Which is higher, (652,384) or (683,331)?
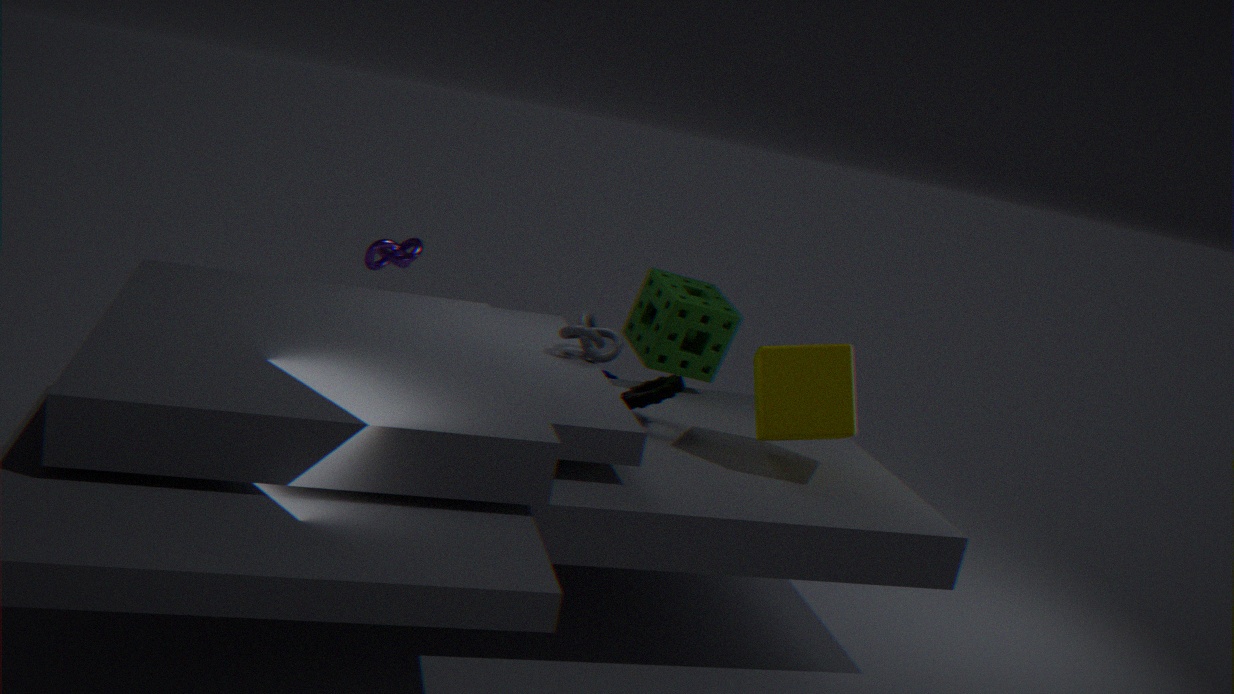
A: (683,331)
